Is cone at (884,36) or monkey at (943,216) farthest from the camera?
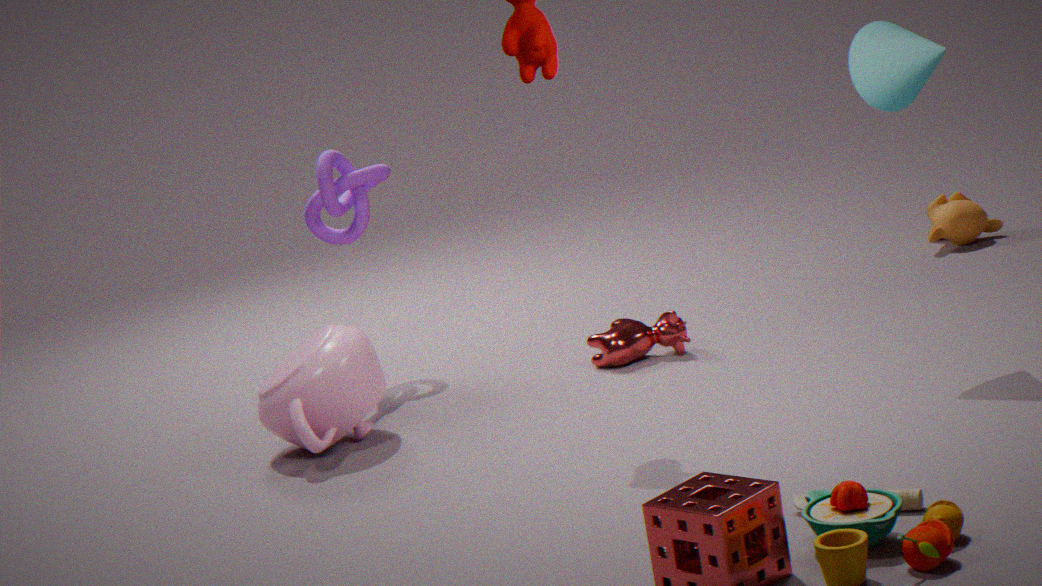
monkey at (943,216)
